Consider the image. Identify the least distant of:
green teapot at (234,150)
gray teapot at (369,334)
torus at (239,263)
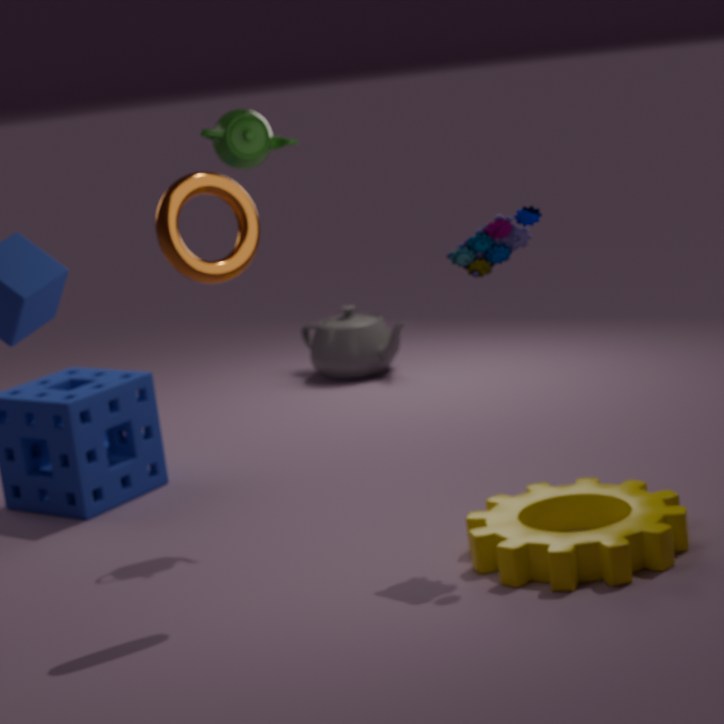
torus at (239,263)
